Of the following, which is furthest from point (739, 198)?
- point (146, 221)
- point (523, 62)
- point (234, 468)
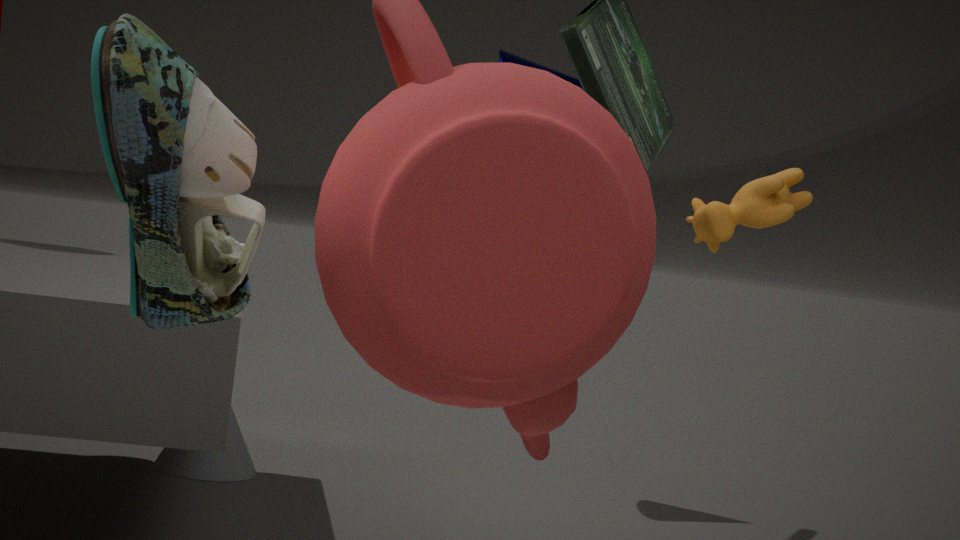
point (146, 221)
